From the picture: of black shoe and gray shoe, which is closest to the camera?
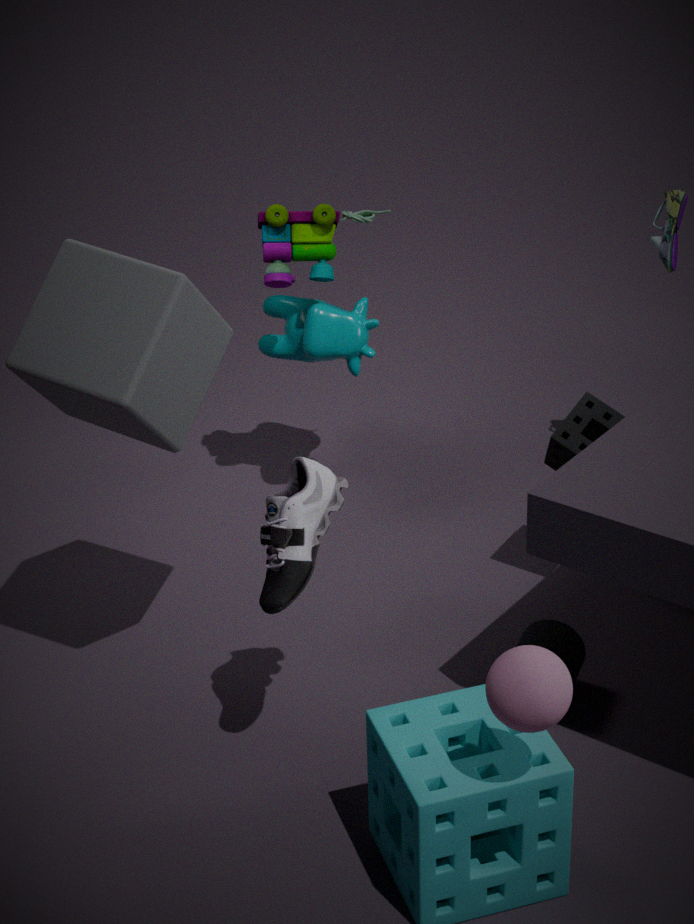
gray shoe
